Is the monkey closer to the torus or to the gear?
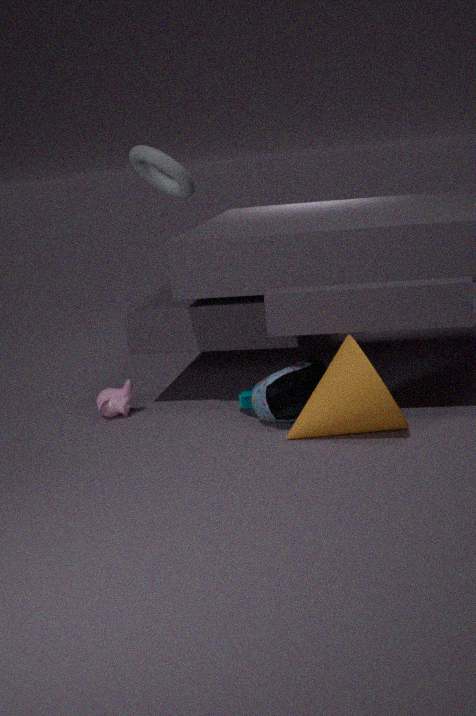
the gear
